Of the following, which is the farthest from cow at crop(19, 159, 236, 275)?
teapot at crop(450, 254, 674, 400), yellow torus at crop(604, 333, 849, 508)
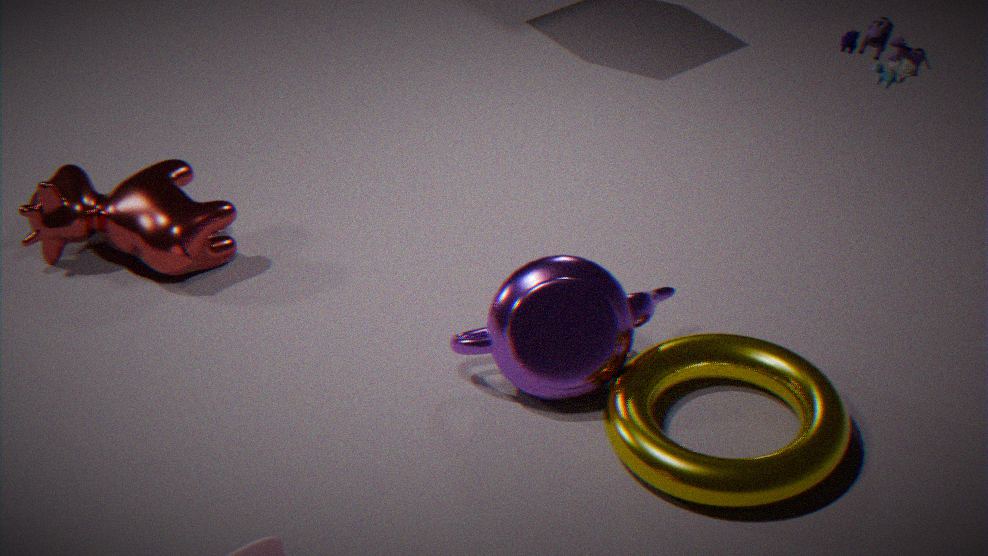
yellow torus at crop(604, 333, 849, 508)
